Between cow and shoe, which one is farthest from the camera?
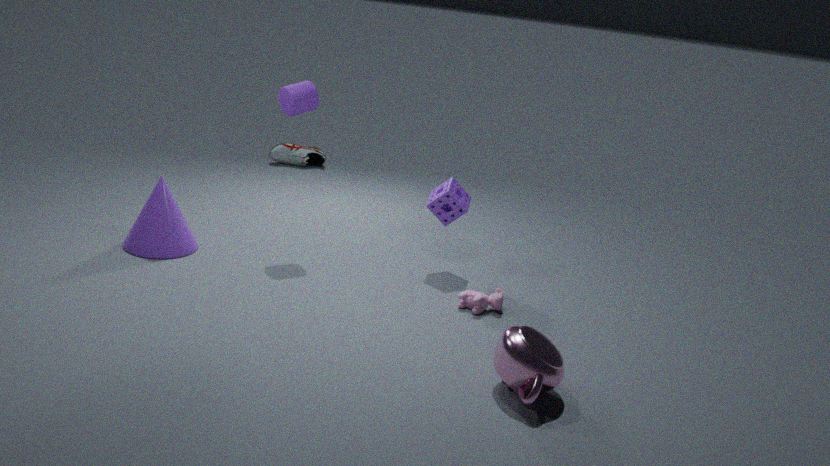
shoe
